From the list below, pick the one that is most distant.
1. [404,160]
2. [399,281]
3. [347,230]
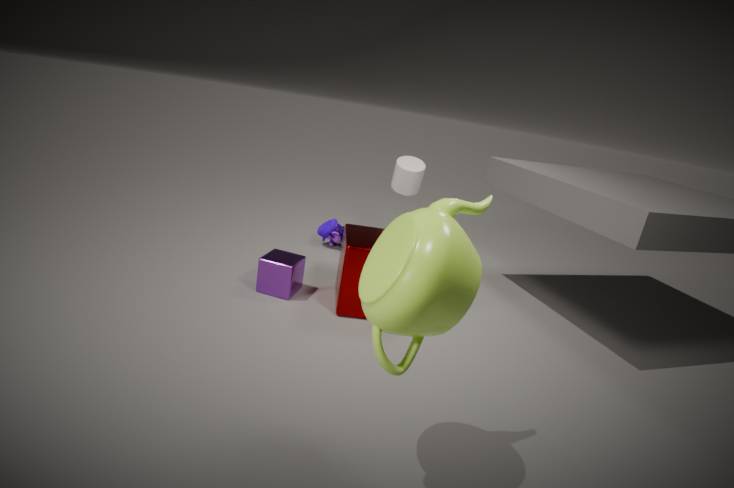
[404,160]
